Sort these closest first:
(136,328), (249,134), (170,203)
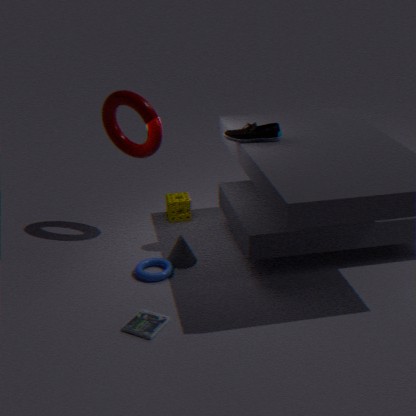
1. (136,328)
2. (249,134)
3. (170,203)
